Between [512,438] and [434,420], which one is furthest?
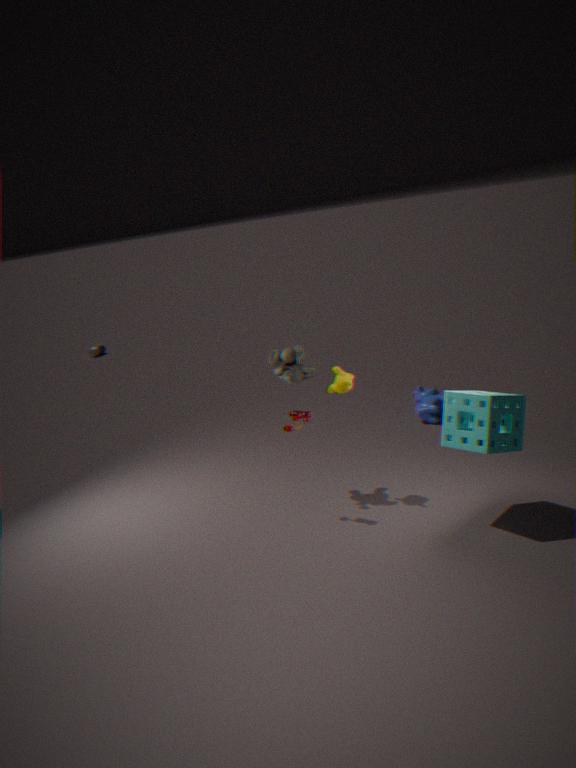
[434,420]
